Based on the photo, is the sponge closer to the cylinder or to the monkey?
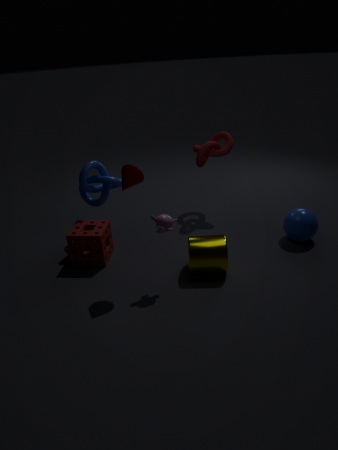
the monkey
